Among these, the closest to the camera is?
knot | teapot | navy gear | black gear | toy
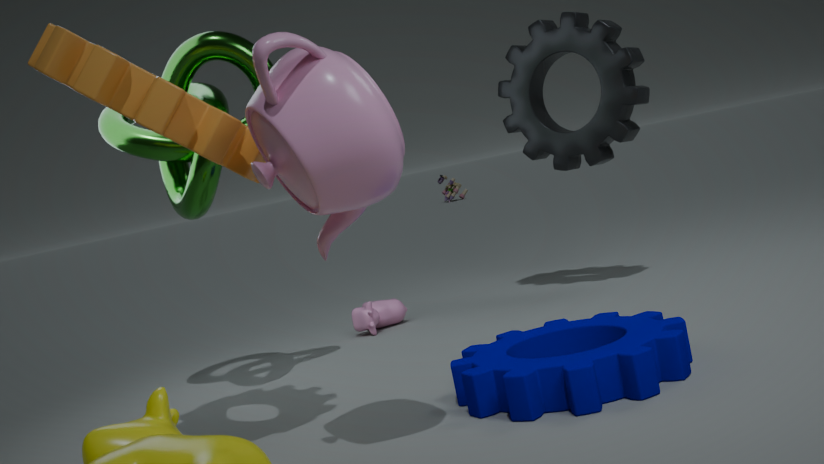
teapot
